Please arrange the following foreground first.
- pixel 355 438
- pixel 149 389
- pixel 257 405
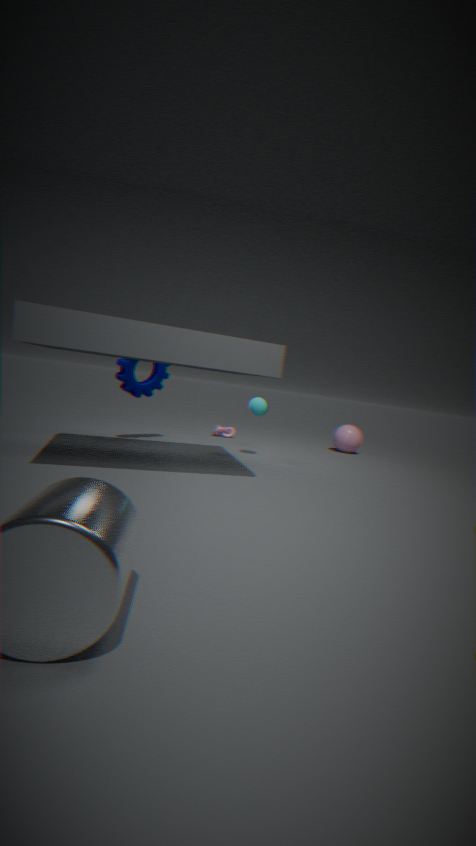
pixel 257 405, pixel 149 389, pixel 355 438
